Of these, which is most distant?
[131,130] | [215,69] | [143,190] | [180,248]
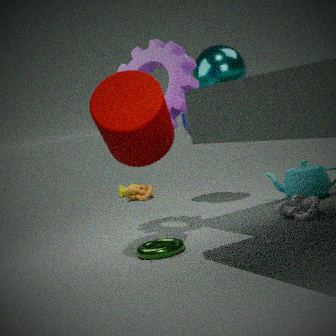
[143,190]
